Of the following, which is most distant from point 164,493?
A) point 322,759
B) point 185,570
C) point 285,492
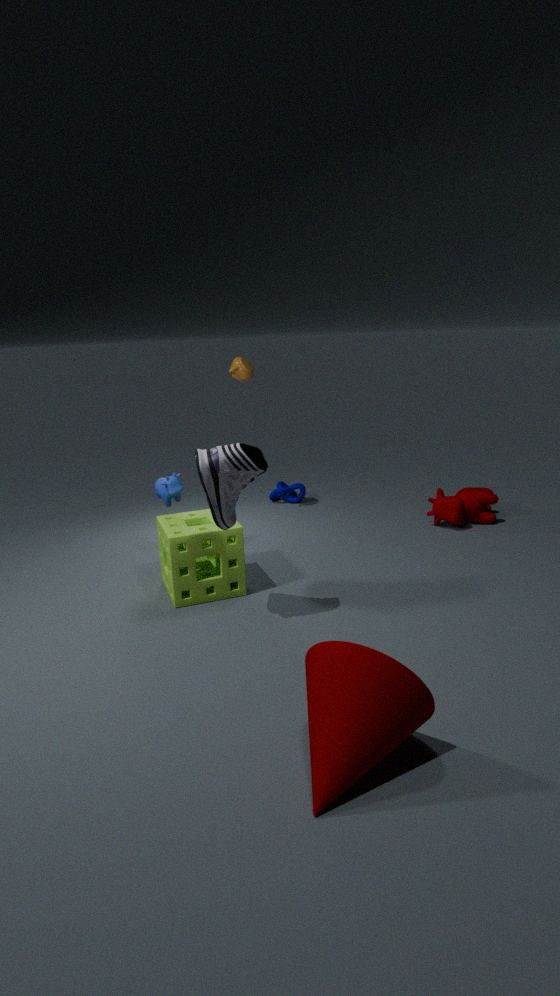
point 322,759
